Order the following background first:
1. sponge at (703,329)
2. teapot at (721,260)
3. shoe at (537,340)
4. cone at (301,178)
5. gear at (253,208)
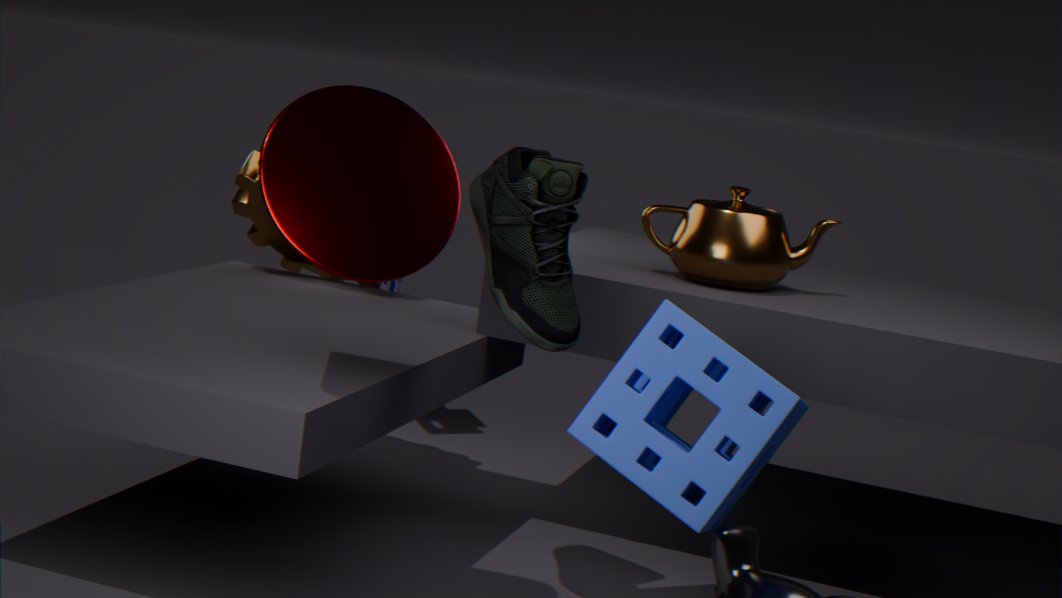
gear at (253,208) < teapot at (721,260) < shoe at (537,340) < sponge at (703,329) < cone at (301,178)
